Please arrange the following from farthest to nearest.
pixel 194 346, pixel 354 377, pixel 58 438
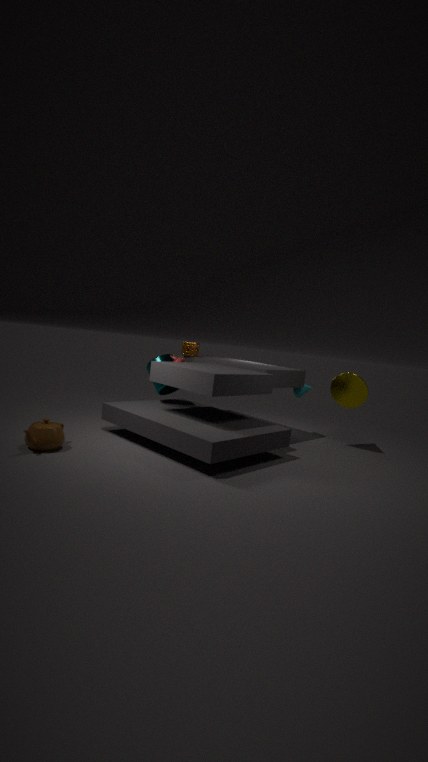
pixel 194 346
pixel 354 377
pixel 58 438
